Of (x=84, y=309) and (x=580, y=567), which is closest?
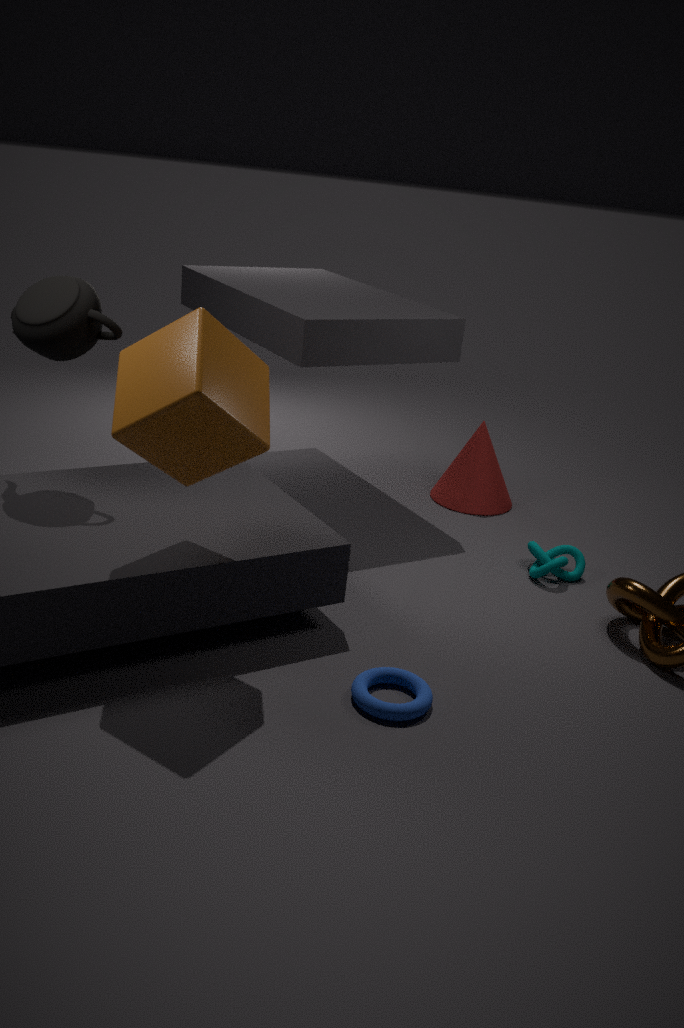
(x=84, y=309)
